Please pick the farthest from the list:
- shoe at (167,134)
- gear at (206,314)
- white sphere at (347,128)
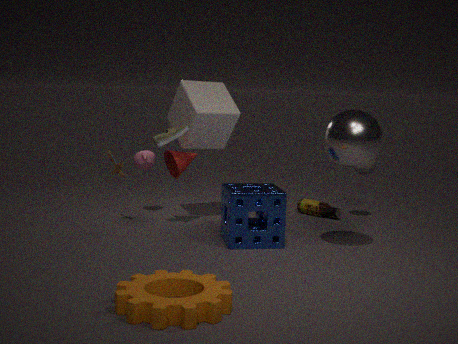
shoe at (167,134)
